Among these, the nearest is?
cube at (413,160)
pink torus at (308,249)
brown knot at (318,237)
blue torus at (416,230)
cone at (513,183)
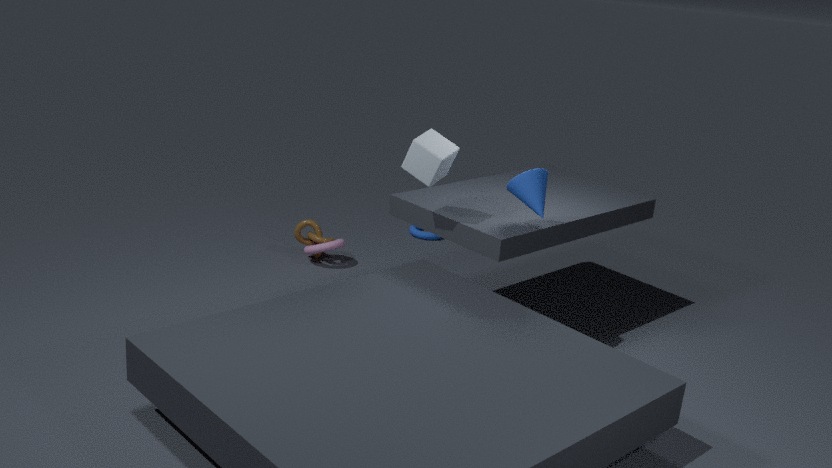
cube at (413,160)
